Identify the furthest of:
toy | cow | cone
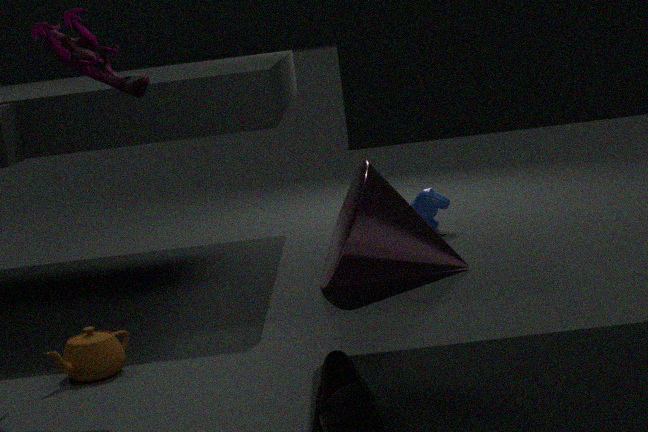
cow
